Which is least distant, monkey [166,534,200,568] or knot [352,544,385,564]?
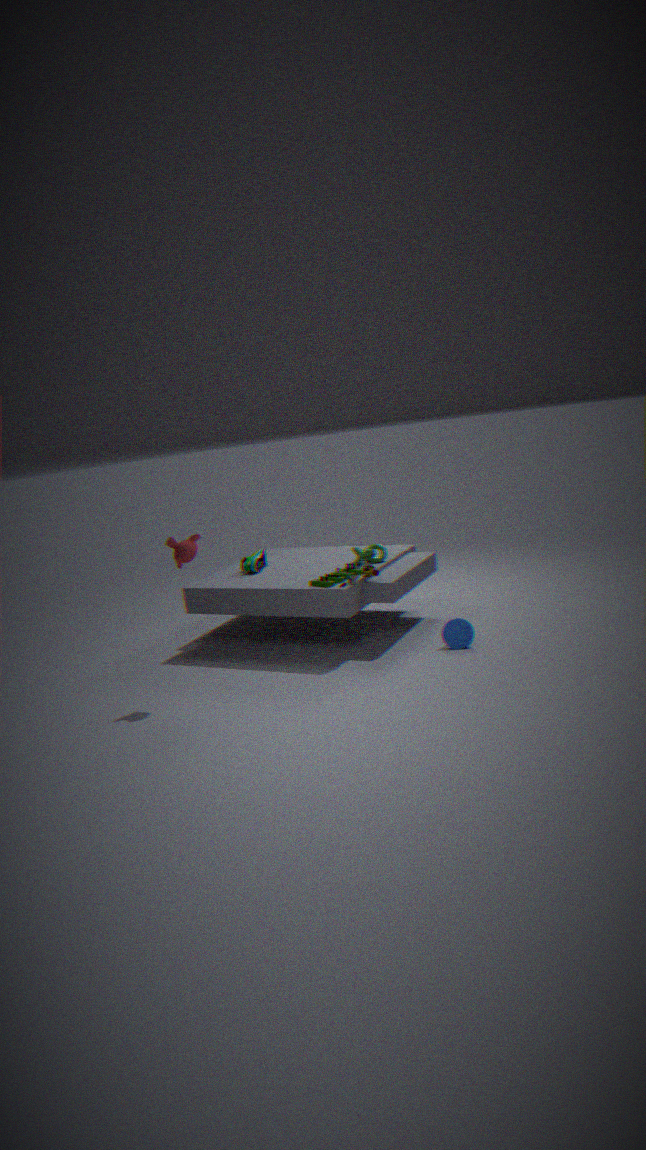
monkey [166,534,200,568]
